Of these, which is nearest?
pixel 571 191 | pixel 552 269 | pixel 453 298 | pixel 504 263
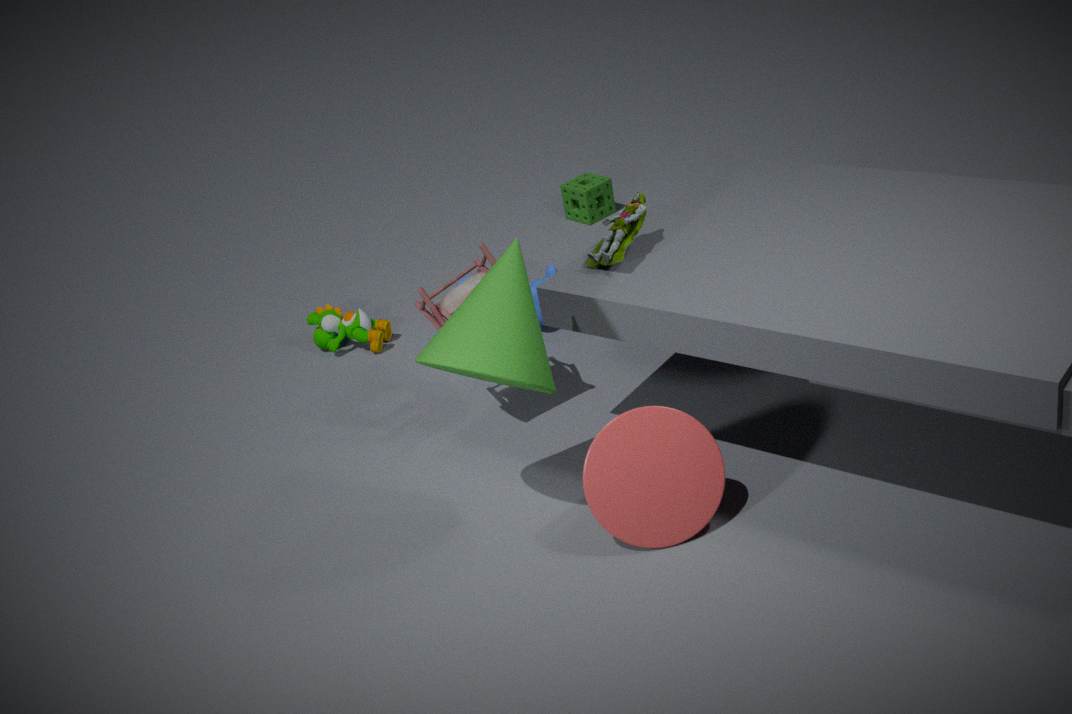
pixel 504 263
